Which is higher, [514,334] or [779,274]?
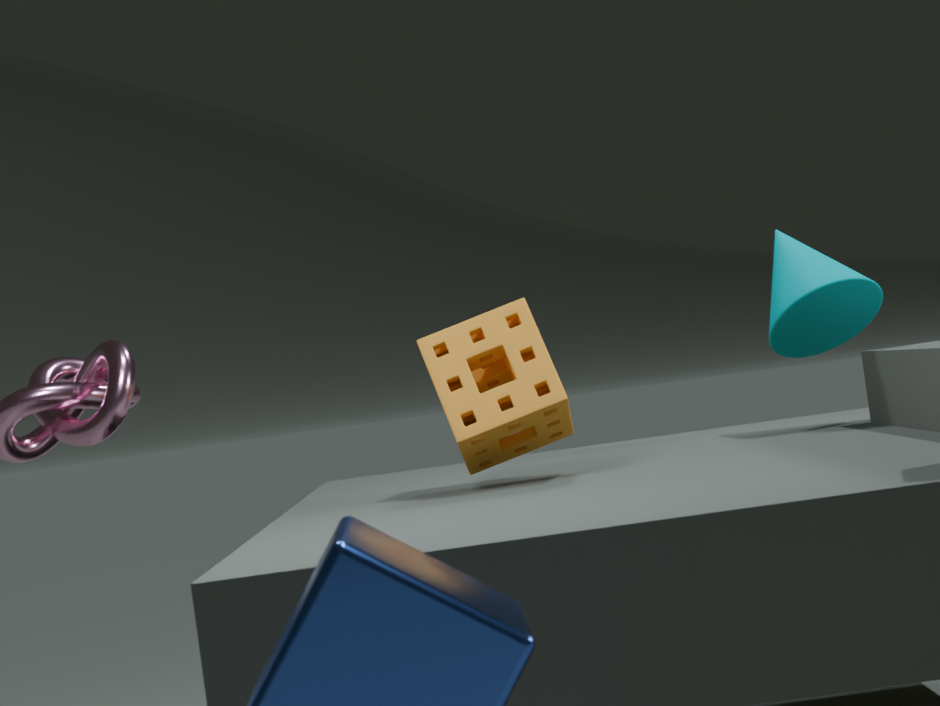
[779,274]
